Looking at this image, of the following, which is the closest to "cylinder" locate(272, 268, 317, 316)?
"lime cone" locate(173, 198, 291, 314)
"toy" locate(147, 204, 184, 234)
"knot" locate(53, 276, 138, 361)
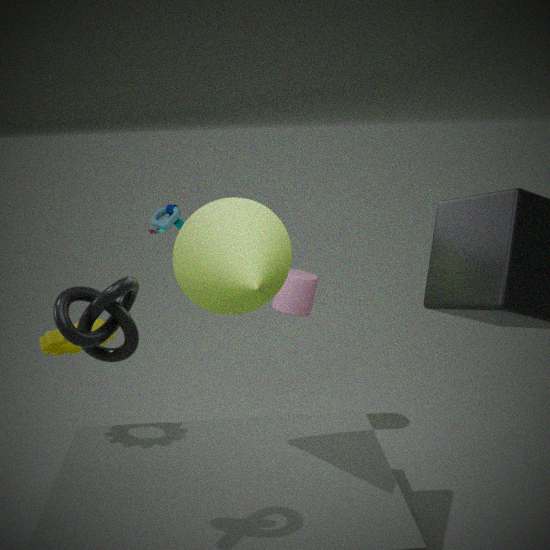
"toy" locate(147, 204, 184, 234)
